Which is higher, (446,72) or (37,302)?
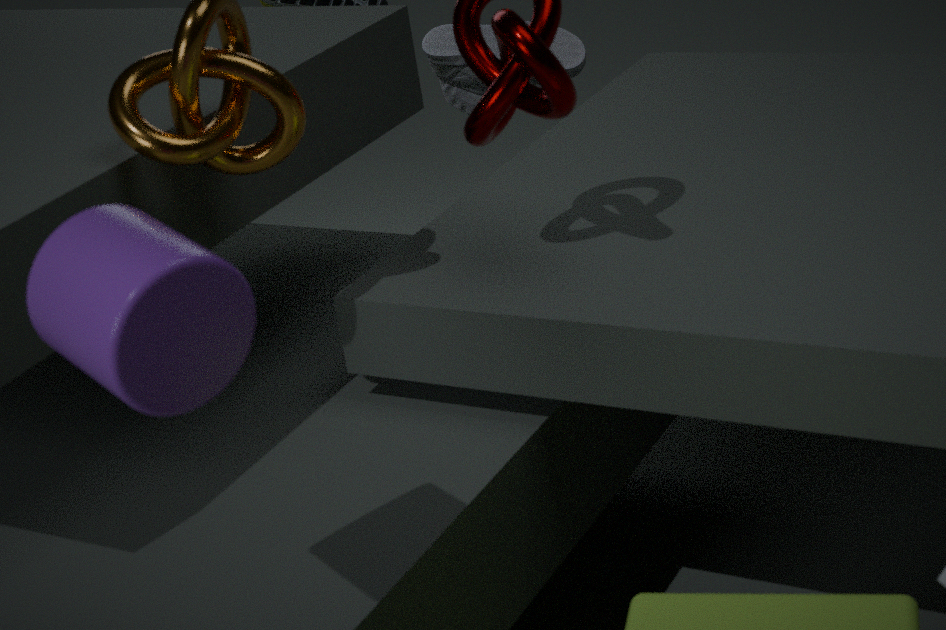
(37,302)
